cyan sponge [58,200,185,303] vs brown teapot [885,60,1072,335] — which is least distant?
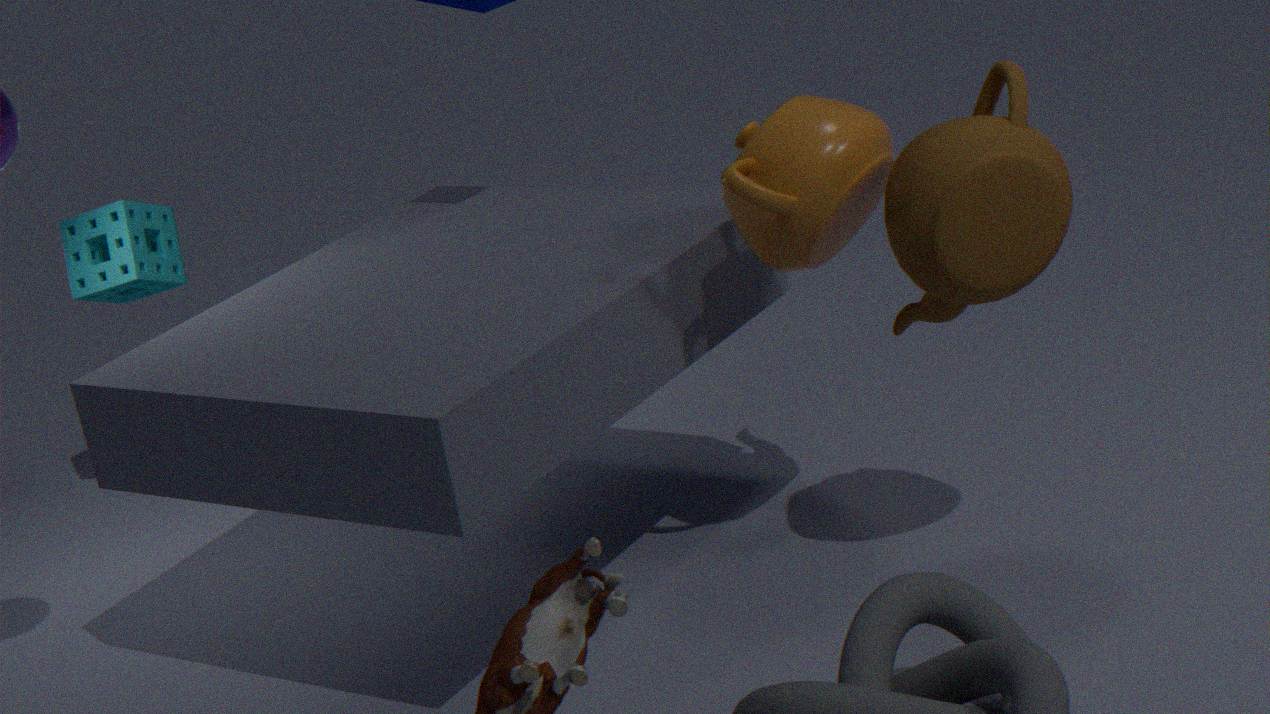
brown teapot [885,60,1072,335]
